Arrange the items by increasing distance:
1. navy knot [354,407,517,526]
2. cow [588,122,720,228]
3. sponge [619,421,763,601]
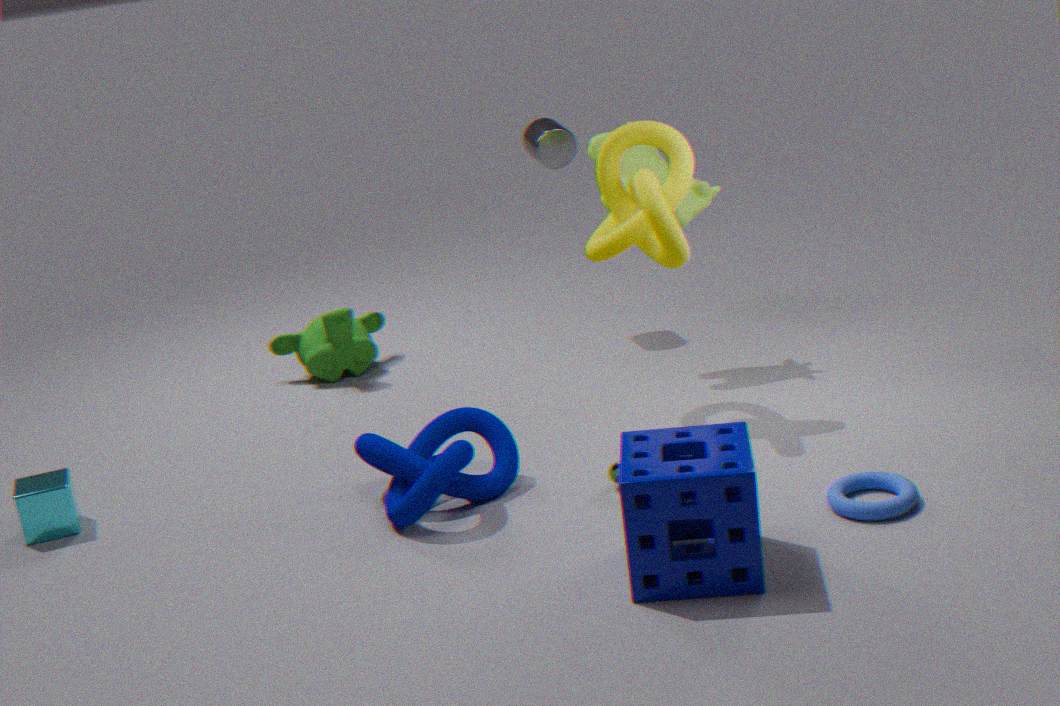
sponge [619,421,763,601]
navy knot [354,407,517,526]
cow [588,122,720,228]
